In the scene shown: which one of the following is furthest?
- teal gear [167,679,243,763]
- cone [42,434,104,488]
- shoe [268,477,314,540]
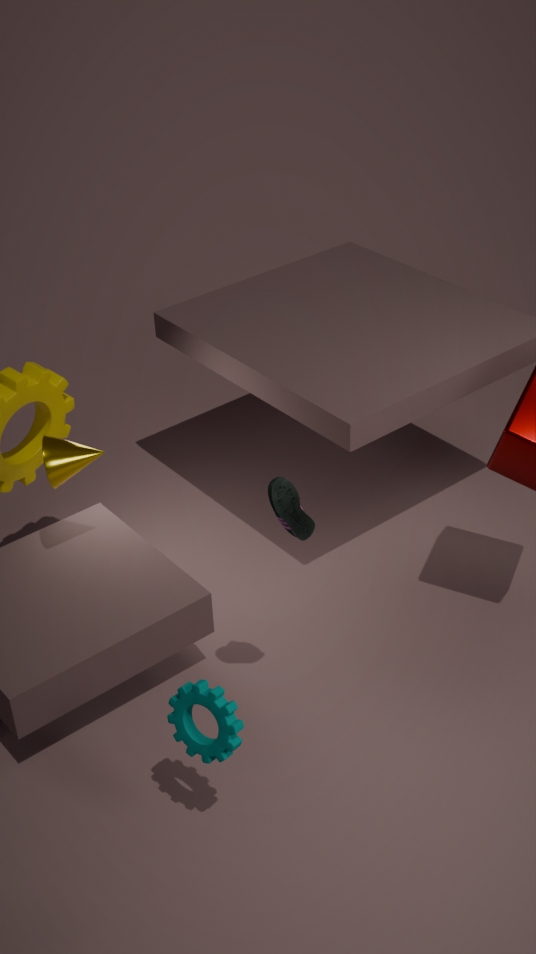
cone [42,434,104,488]
